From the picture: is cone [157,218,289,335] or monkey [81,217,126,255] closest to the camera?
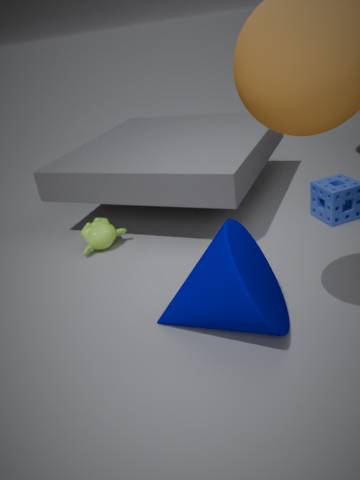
cone [157,218,289,335]
